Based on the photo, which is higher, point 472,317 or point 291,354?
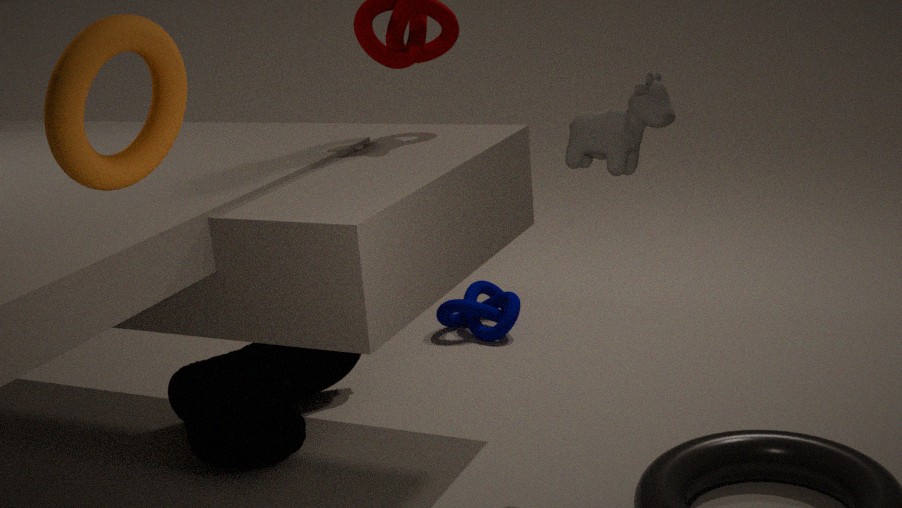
point 291,354
